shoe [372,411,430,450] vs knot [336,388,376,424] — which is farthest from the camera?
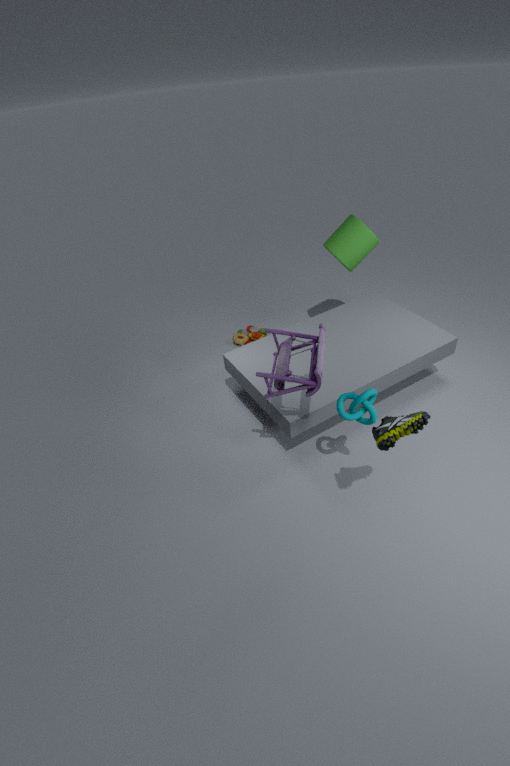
knot [336,388,376,424]
